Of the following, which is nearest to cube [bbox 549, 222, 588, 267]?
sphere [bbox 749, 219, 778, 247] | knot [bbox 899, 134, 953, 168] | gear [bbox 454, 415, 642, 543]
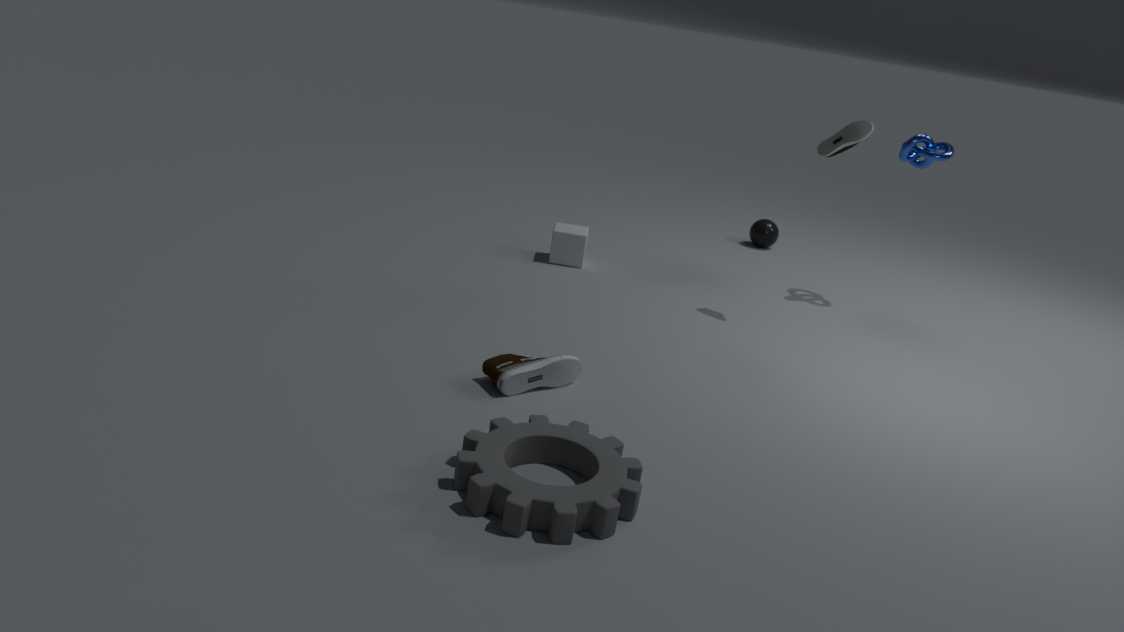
sphere [bbox 749, 219, 778, 247]
